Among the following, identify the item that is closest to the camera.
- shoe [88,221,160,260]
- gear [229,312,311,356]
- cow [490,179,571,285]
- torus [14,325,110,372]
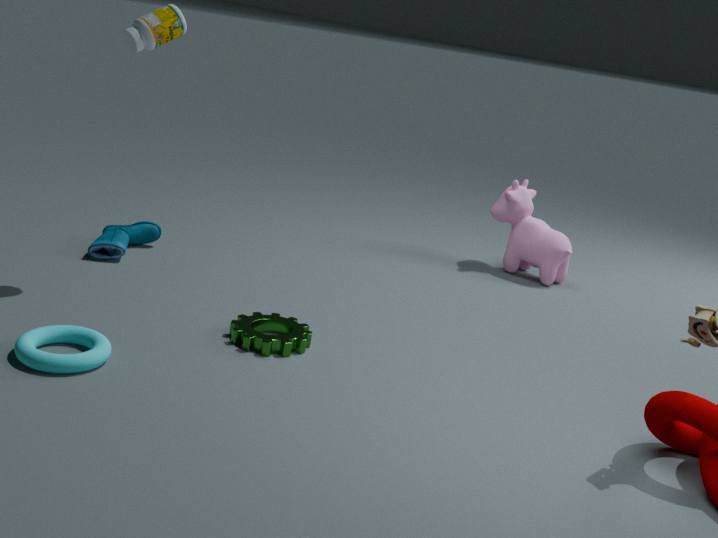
torus [14,325,110,372]
